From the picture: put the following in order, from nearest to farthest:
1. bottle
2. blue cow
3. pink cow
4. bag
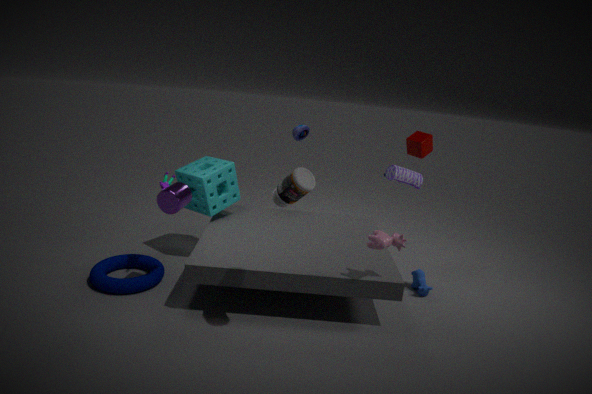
bottle, pink cow, blue cow, bag
